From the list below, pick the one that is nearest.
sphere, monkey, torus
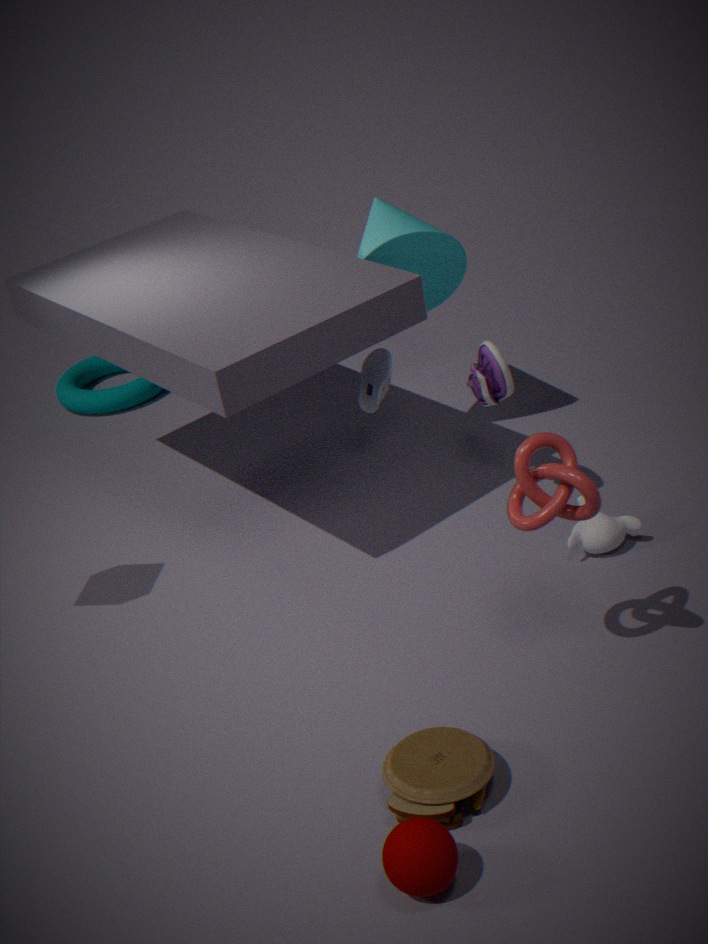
sphere
